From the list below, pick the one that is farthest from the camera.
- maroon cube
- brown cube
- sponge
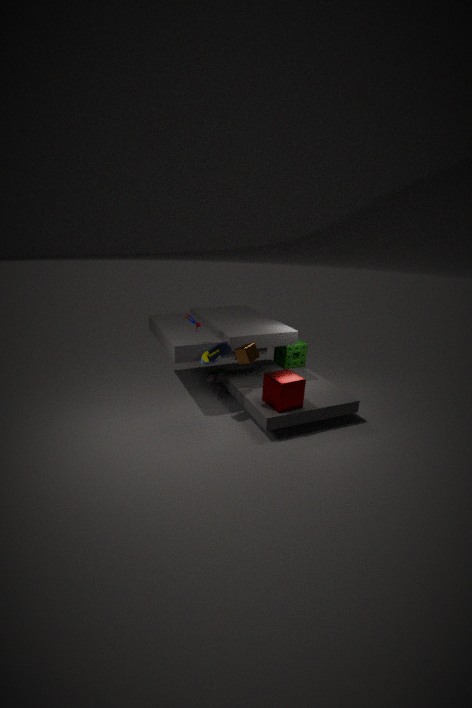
sponge
